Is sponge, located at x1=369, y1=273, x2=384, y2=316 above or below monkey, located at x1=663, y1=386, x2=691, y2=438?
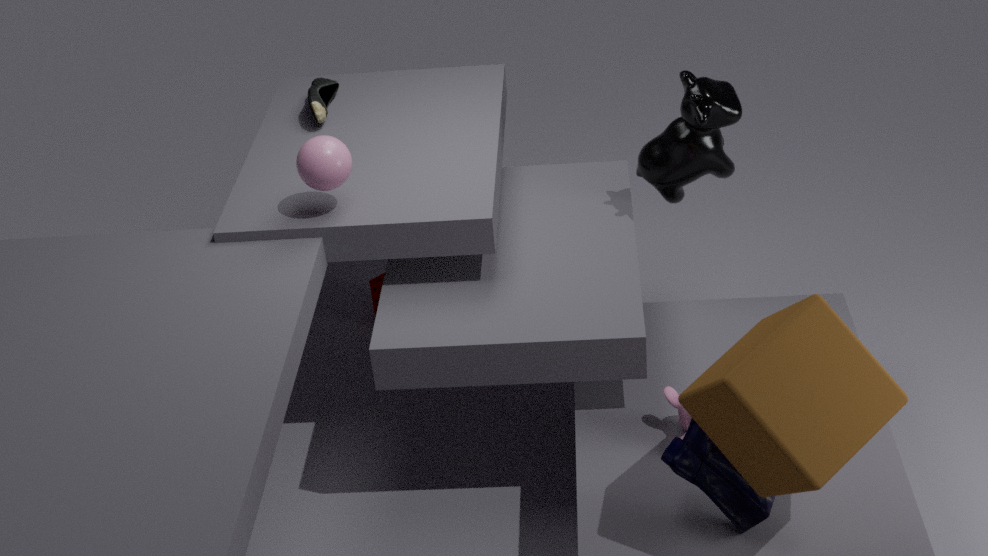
below
